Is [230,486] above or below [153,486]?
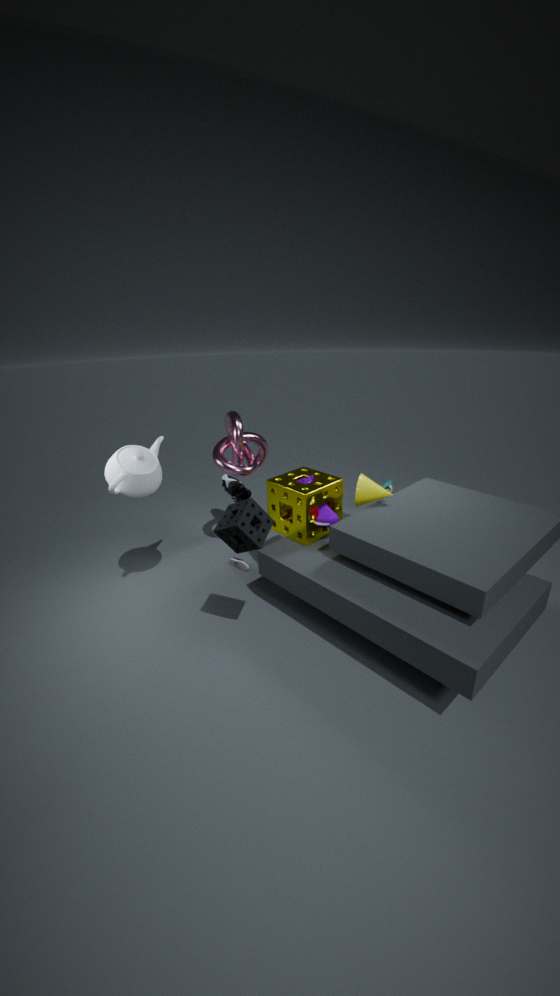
below
